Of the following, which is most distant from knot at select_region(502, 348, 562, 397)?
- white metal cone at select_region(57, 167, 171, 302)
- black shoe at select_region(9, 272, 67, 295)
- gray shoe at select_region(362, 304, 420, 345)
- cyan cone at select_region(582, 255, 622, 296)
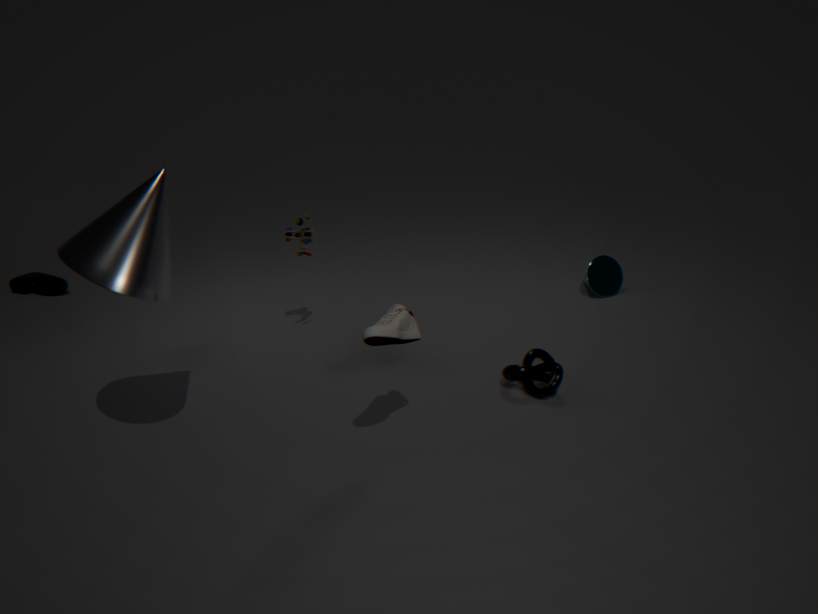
black shoe at select_region(9, 272, 67, 295)
